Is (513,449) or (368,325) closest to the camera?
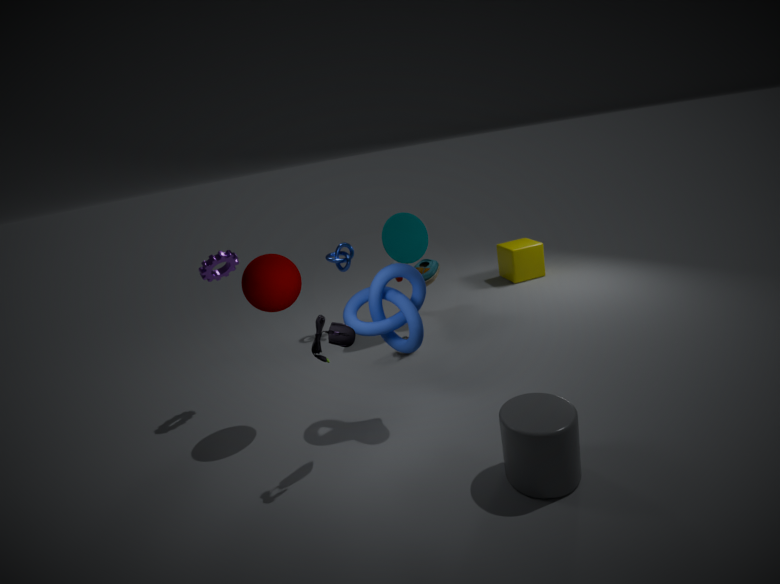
(513,449)
